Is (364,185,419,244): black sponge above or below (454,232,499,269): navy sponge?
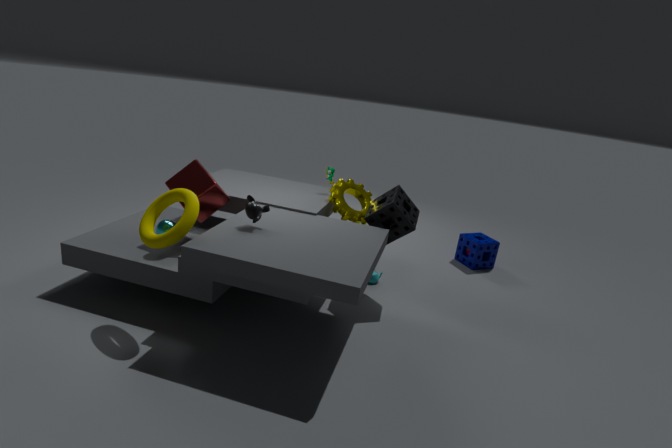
above
